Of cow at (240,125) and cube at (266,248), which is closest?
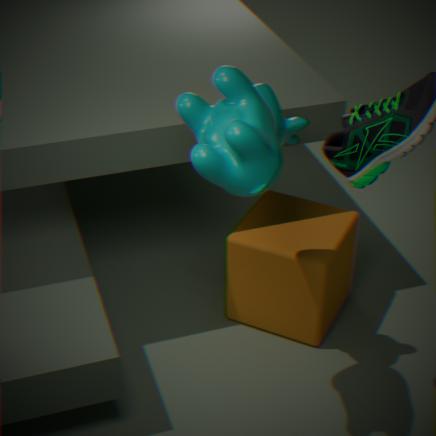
cow at (240,125)
